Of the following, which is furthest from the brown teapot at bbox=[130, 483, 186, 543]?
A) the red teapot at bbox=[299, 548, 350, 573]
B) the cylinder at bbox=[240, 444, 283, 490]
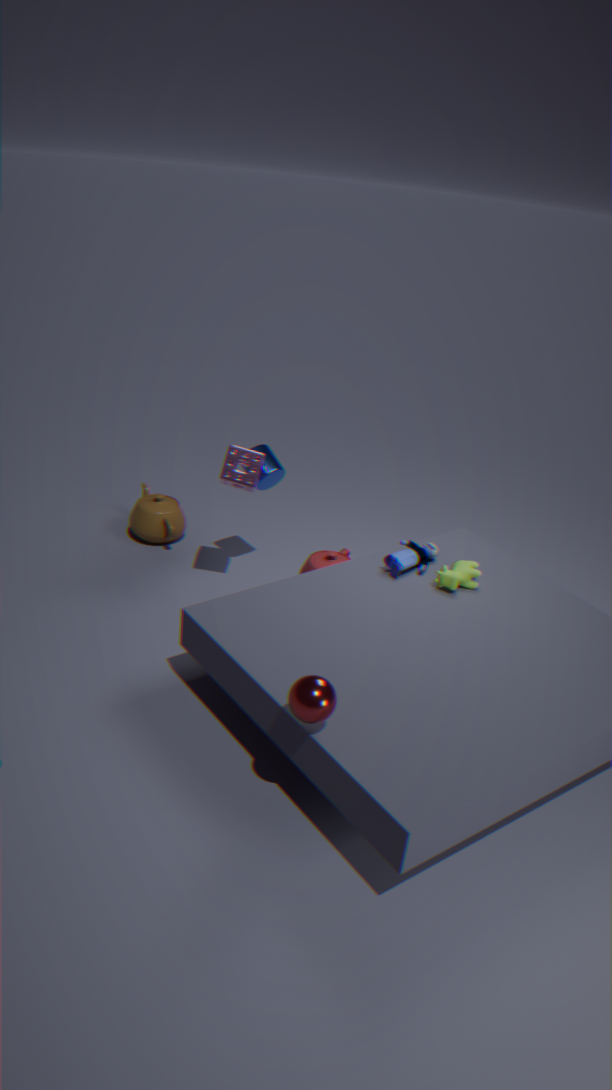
the red teapot at bbox=[299, 548, 350, 573]
